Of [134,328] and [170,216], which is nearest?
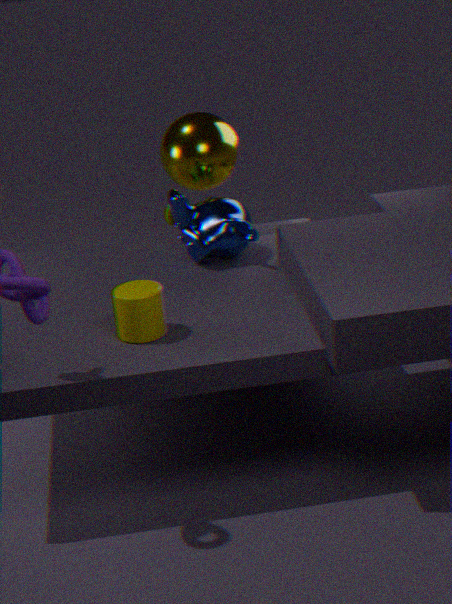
[134,328]
